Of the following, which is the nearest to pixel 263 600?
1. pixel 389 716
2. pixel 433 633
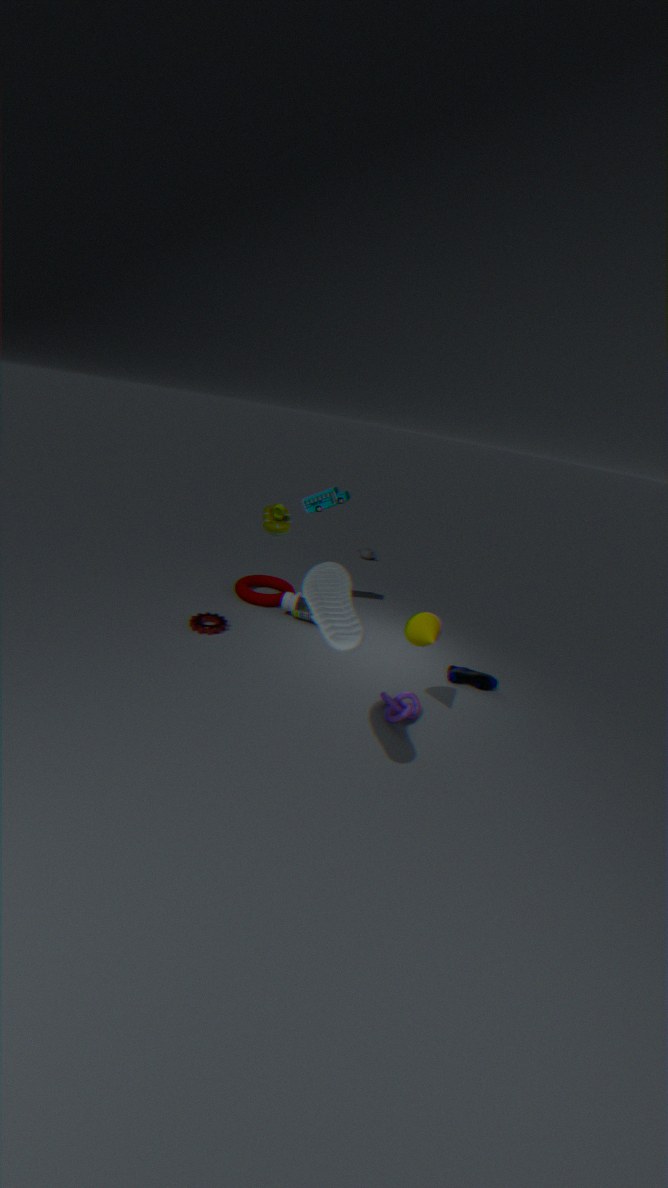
pixel 389 716
